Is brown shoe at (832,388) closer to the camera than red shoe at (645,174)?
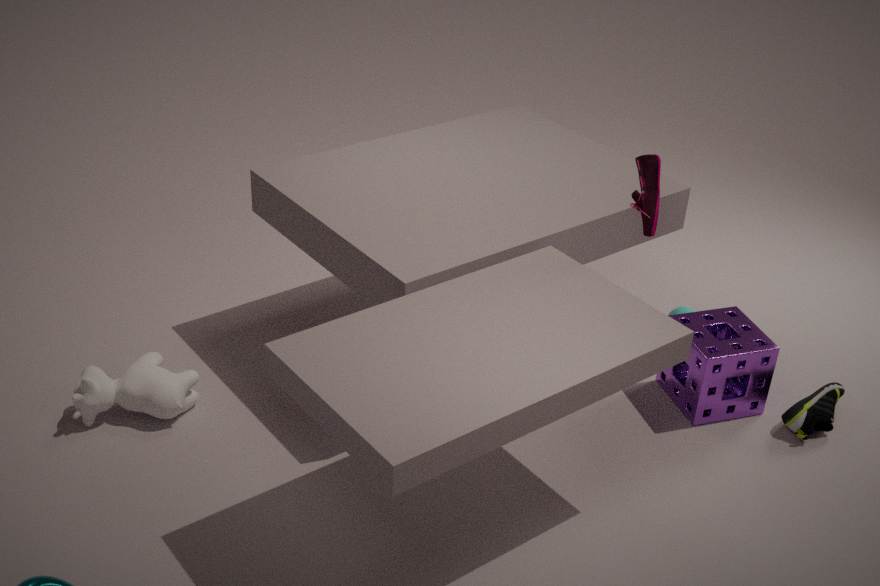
No
